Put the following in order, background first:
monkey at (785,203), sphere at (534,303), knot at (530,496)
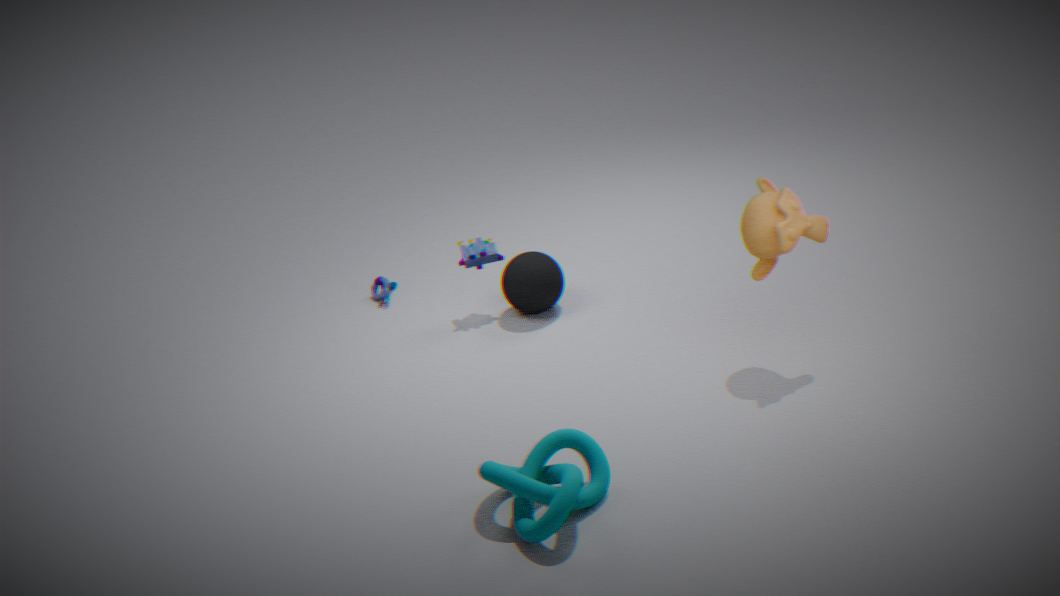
sphere at (534,303)
monkey at (785,203)
knot at (530,496)
